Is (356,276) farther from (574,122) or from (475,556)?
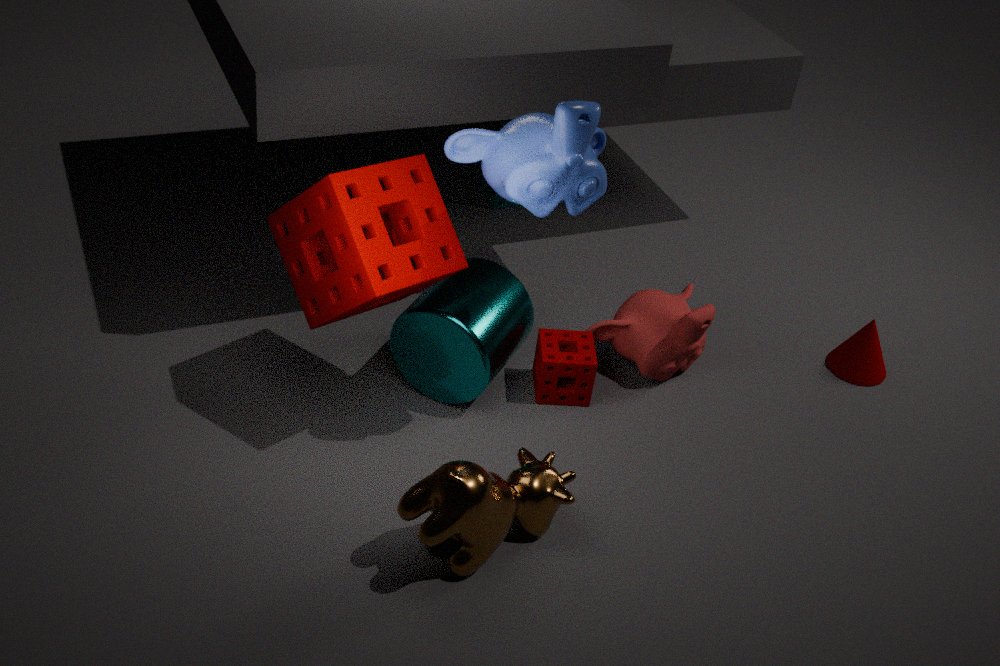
(475,556)
